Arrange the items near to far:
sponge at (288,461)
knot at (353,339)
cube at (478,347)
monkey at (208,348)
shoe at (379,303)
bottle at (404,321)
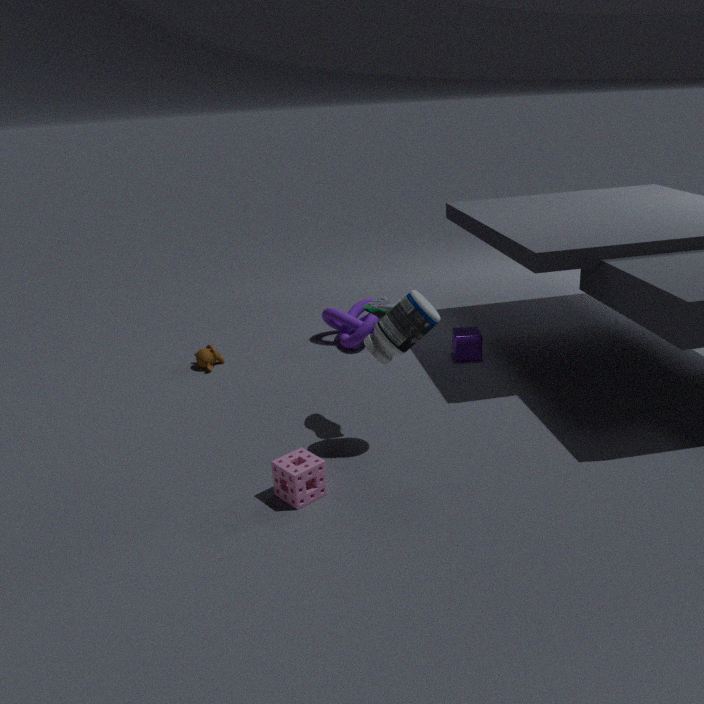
sponge at (288,461) < bottle at (404,321) < shoe at (379,303) < cube at (478,347) < monkey at (208,348) < knot at (353,339)
